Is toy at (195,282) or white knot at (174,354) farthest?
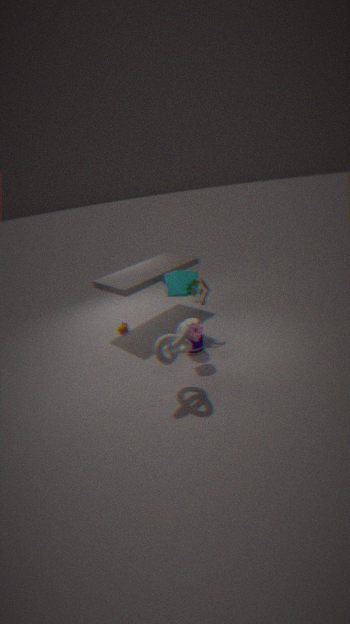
toy at (195,282)
